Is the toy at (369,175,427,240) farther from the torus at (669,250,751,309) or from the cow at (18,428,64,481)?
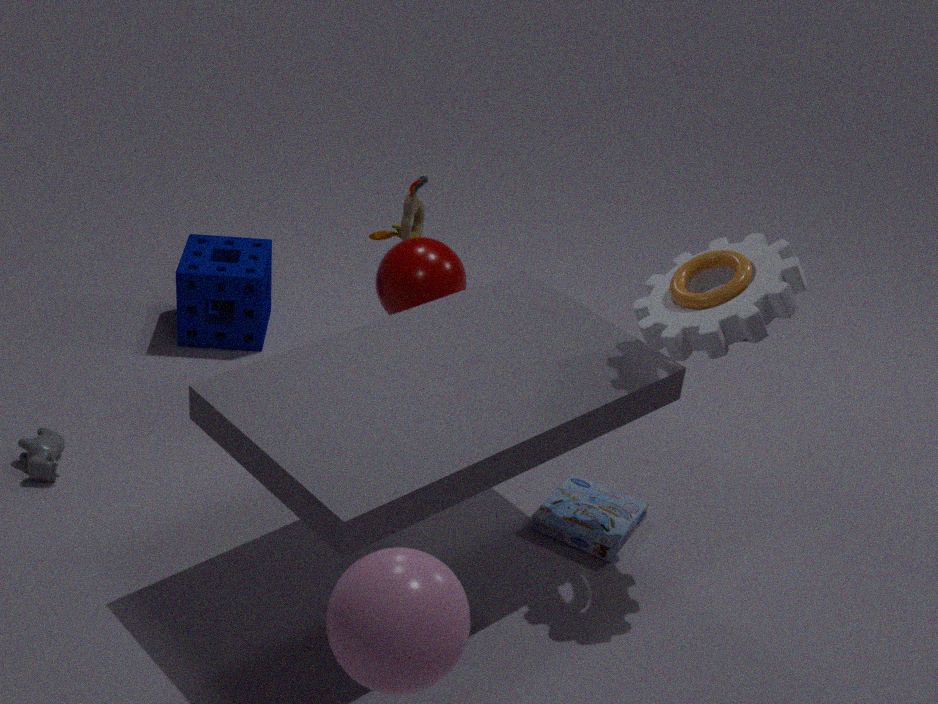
the cow at (18,428,64,481)
